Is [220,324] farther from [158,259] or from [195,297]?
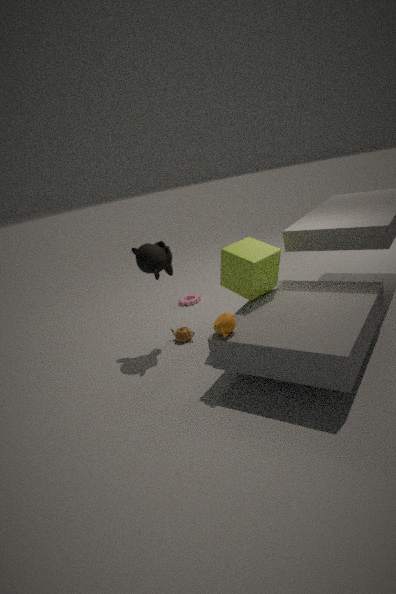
[195,297]
